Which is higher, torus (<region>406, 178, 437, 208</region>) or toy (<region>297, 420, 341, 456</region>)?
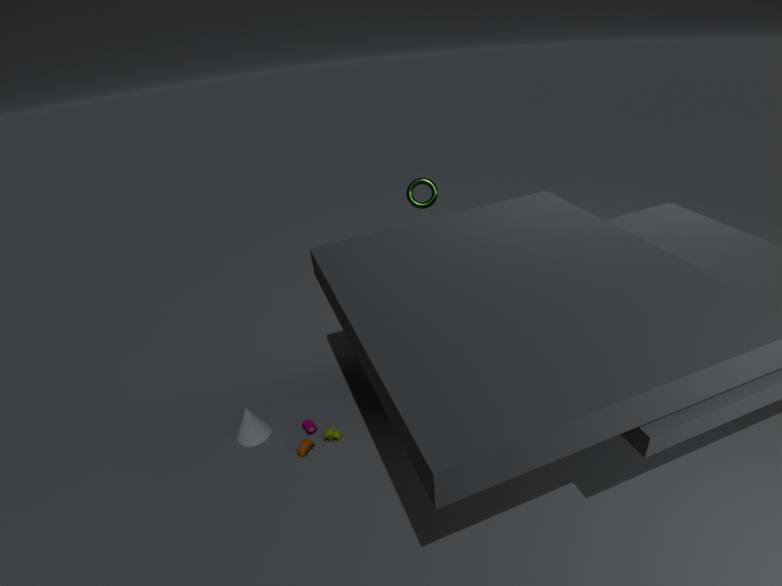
torus (<region>406, 178, 437, 208</region>)
